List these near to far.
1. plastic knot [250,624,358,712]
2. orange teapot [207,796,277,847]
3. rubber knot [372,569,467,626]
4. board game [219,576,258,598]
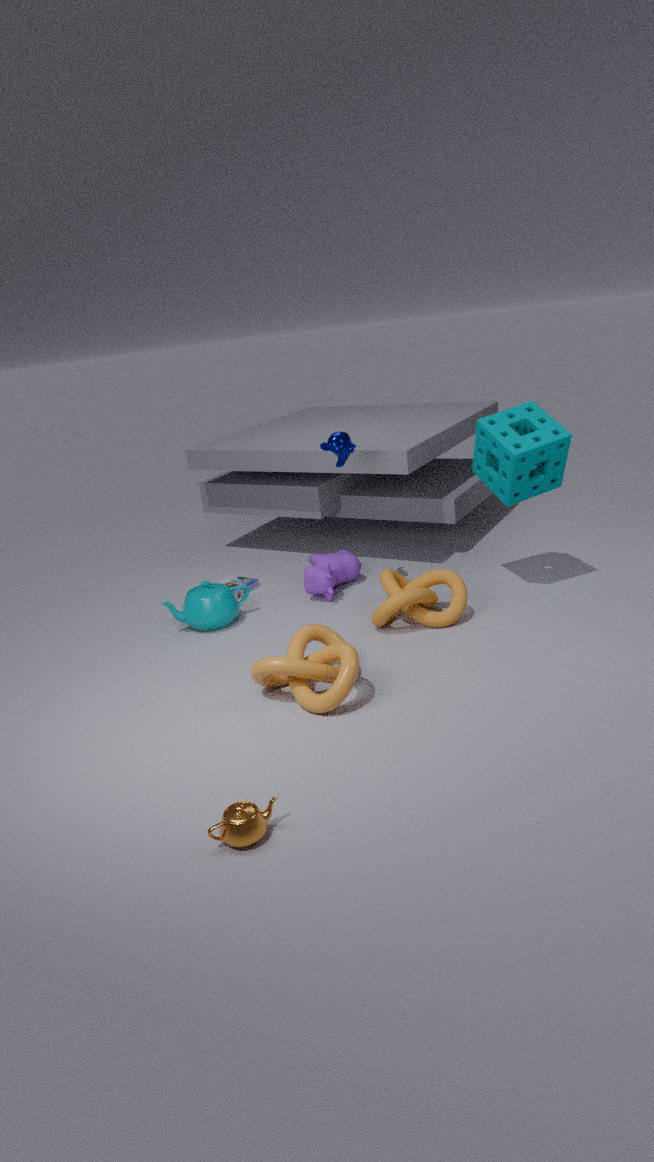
1. orange teapot [207,796,277,847]
2. plastic knot [250,624,358,712]
3. rubber knot [372,569,467,626]
4. board game [219,576,258,598]
